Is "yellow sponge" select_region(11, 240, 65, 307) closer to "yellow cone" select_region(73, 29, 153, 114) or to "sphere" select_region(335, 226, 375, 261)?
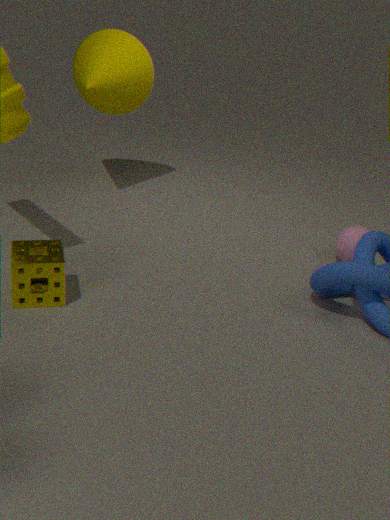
"yellow cone" select_region(73, 29, 153, 114)
